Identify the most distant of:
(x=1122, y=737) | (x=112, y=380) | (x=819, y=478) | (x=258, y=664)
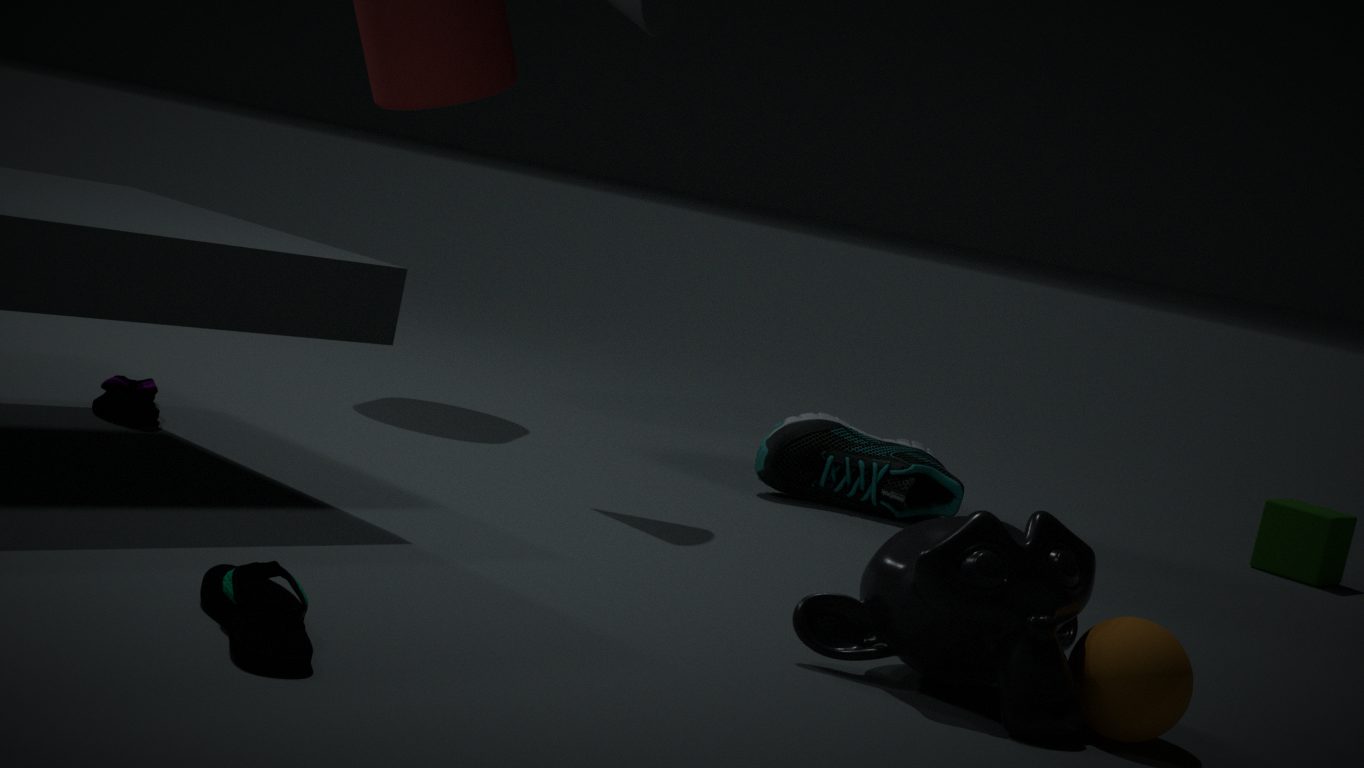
(x=819, y=478)
